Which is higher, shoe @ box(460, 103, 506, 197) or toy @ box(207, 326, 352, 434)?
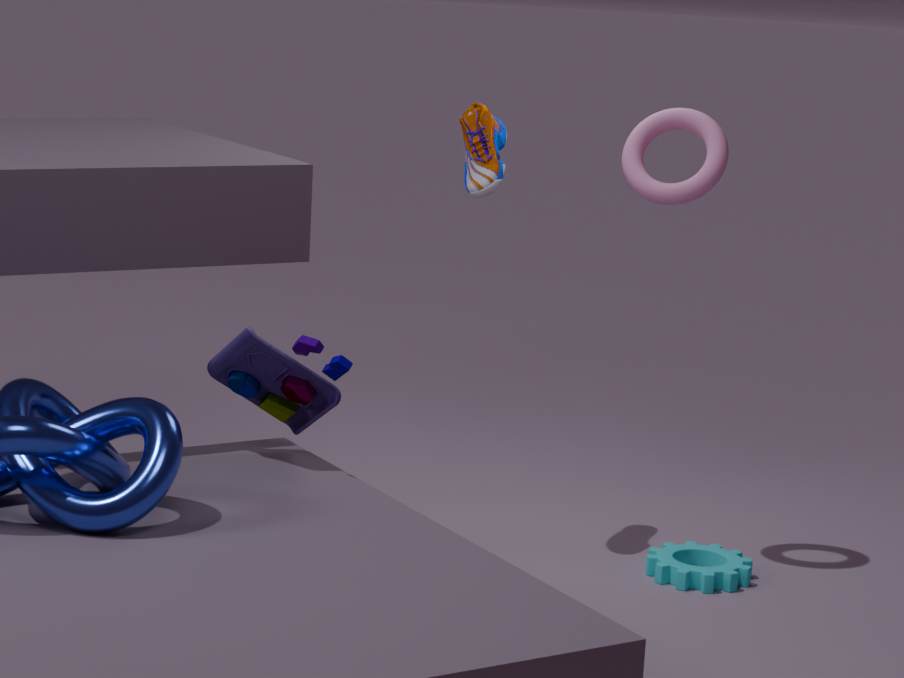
shoe @ box(460, 103, 506, 197)
